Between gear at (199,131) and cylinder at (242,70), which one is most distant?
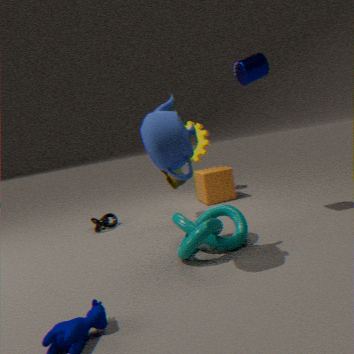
gear at (199,131)
